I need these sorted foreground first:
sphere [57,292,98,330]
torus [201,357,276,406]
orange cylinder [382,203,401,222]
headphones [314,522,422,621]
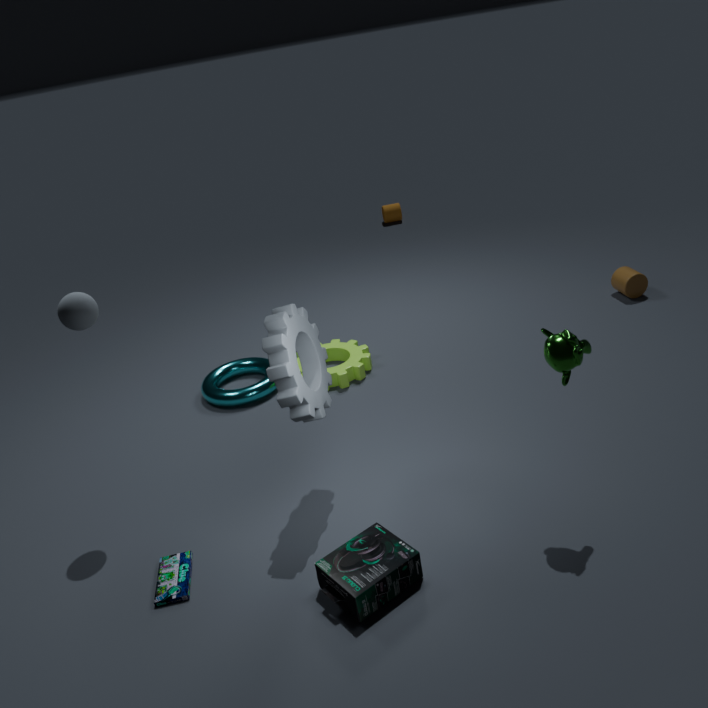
headphones [314,522,422,621], sphere [57,292,98,330], torus [201,357,276,406], orange cylinder [382,203,401,222]
